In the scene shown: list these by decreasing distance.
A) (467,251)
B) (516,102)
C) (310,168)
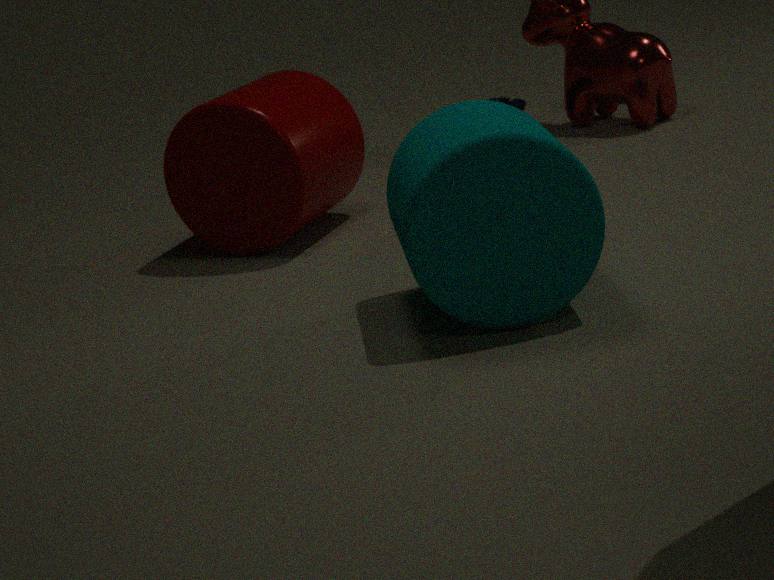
(516,102) → (310,168) → (467,251)
